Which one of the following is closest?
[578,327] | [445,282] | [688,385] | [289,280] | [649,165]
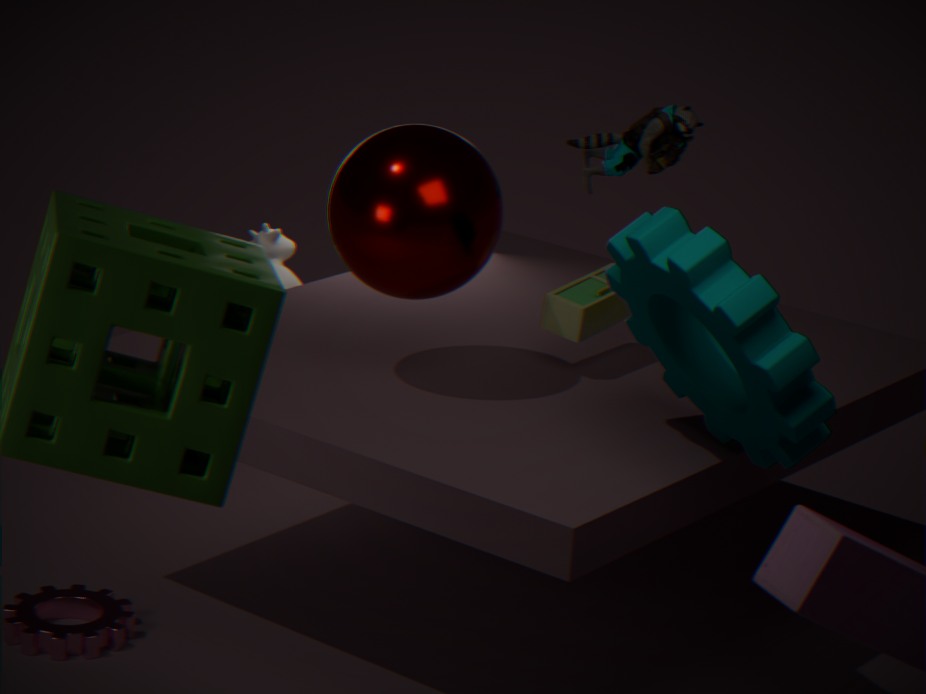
[688,385]
